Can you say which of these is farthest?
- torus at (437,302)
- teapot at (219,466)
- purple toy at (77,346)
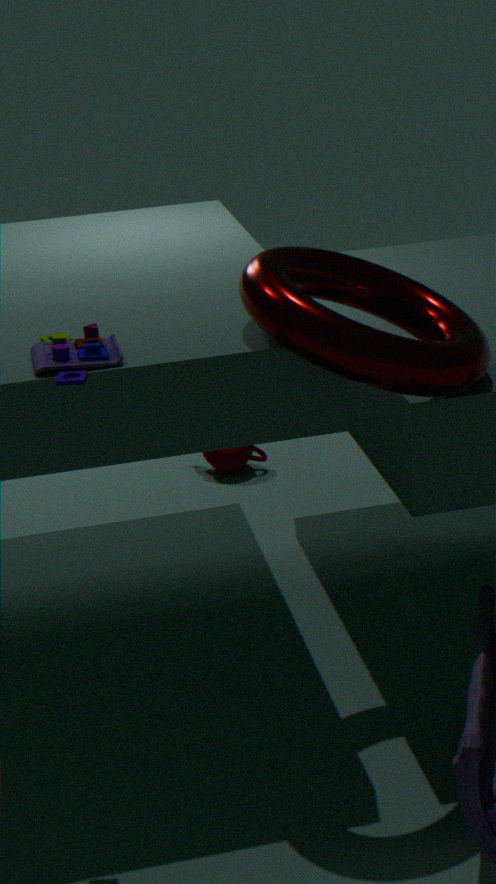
teapot at (219,466)
